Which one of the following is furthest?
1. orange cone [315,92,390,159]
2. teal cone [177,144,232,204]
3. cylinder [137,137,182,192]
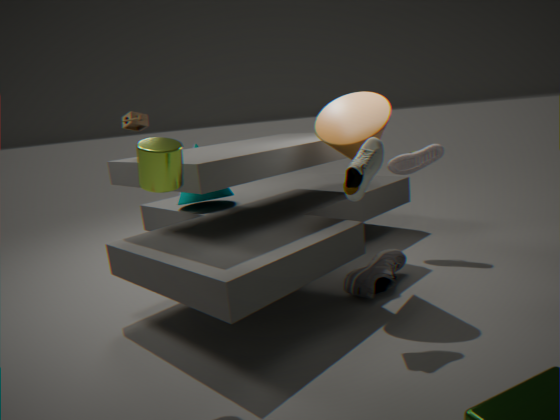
teal cone [177,144,232,204]
